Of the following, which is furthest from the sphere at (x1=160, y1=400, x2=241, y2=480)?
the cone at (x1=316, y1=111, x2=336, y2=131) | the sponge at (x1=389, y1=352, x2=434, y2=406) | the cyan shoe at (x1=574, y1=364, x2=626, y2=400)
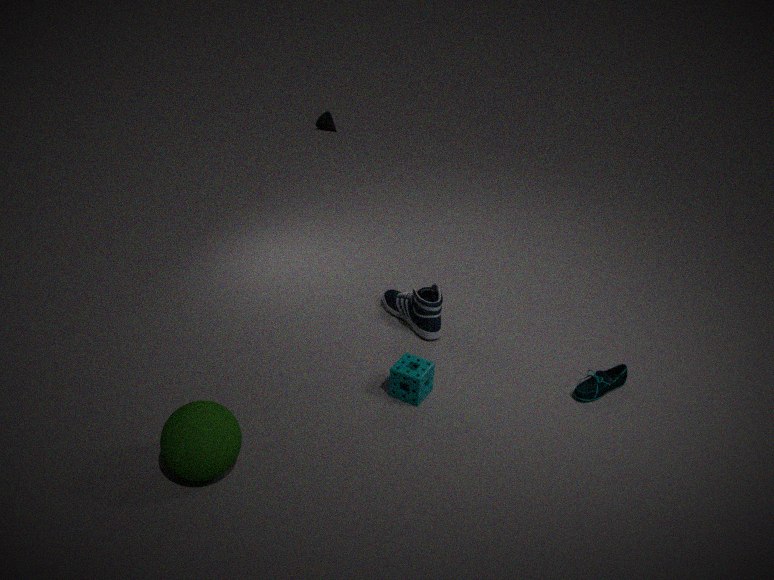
the cone at (x1=316, y1=111, x2=336, y2=131)
